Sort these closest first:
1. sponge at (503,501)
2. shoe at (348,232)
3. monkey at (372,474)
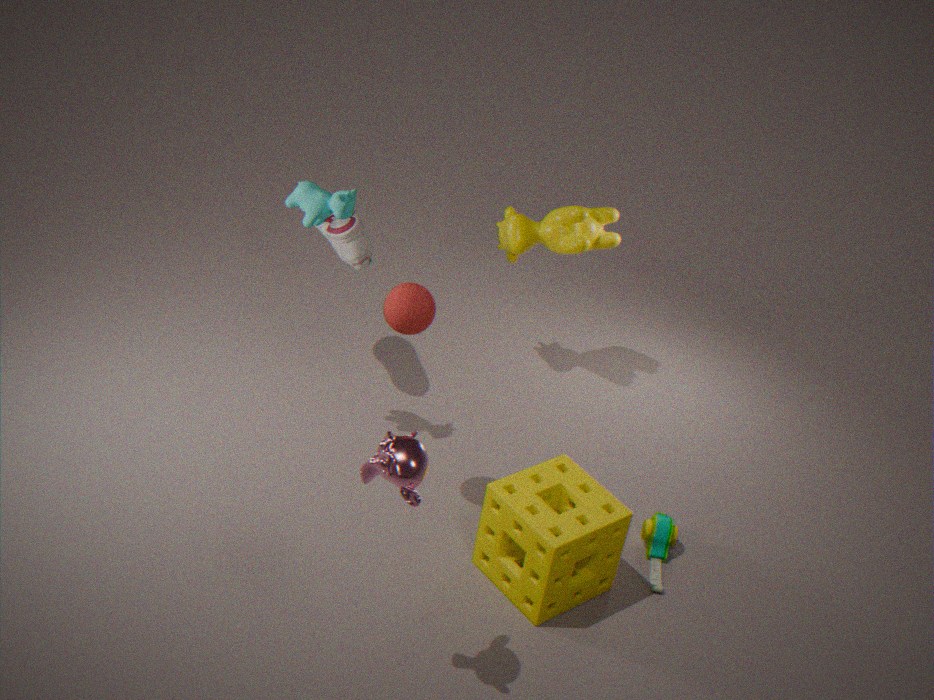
1. monkey at (372,474)
2. sponge at (503,501)
3. shoe at (348,232)
